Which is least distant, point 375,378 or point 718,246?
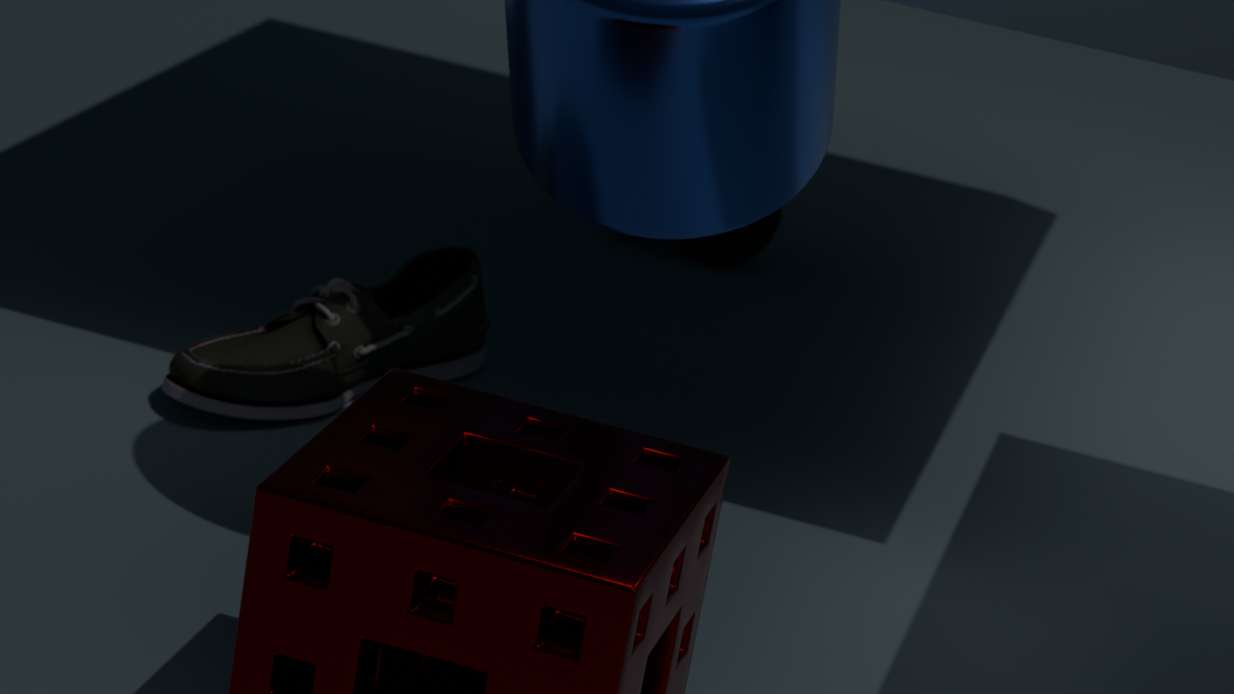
point 375,378
